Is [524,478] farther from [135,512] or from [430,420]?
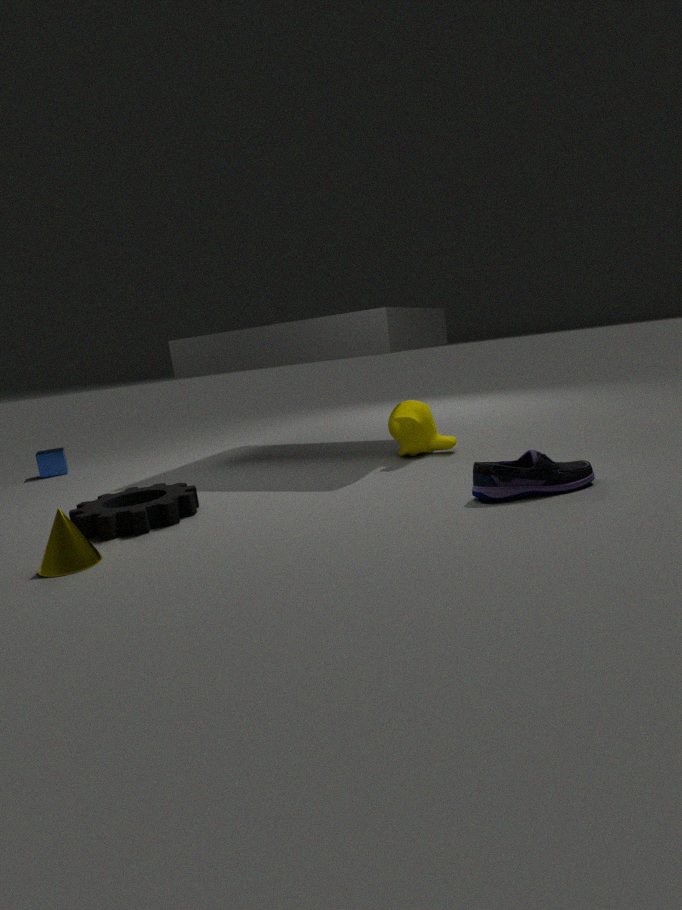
[135,512]
